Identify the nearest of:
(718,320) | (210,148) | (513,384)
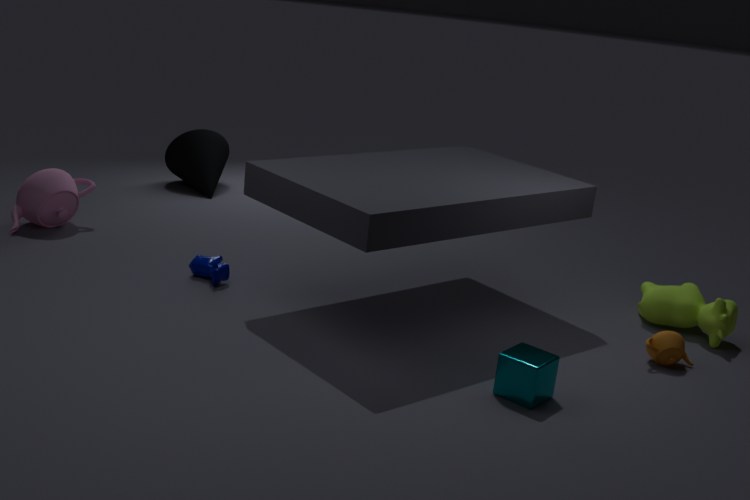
(513,384)
